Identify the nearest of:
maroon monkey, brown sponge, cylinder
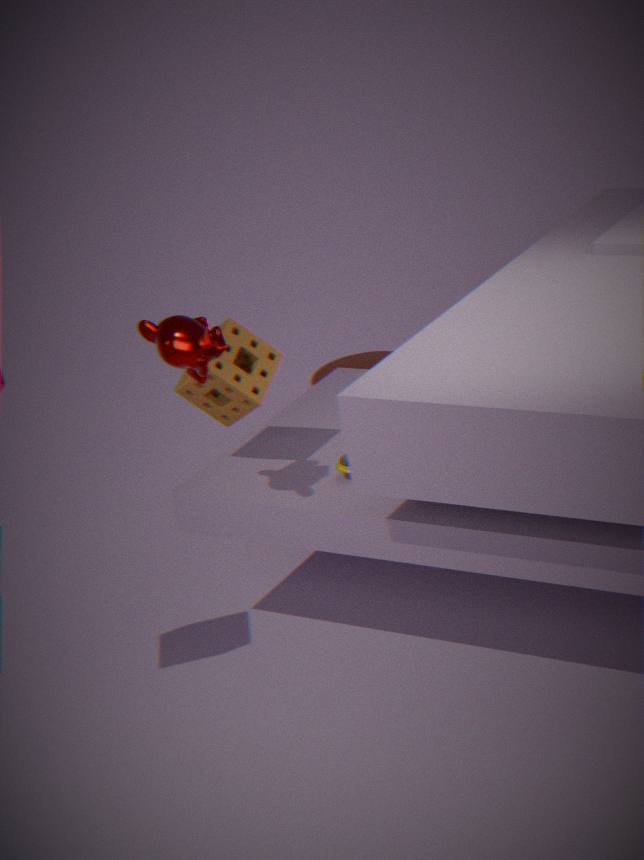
maroon monkey
